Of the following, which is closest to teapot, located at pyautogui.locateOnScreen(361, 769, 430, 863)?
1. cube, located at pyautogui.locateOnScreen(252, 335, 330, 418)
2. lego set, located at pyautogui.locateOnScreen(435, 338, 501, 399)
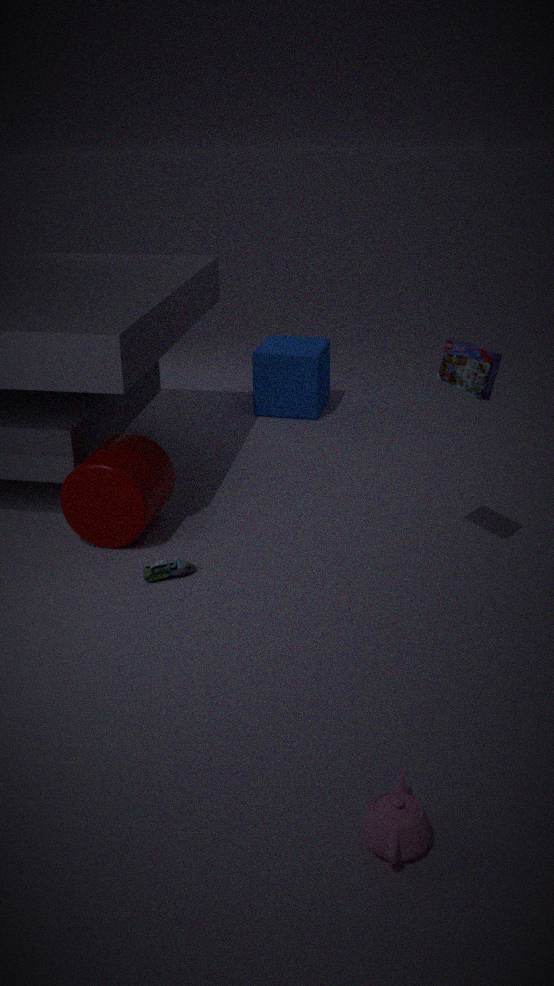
lego set, located at pyautogui.locateOnScreen(435, 338, 501, 399)
